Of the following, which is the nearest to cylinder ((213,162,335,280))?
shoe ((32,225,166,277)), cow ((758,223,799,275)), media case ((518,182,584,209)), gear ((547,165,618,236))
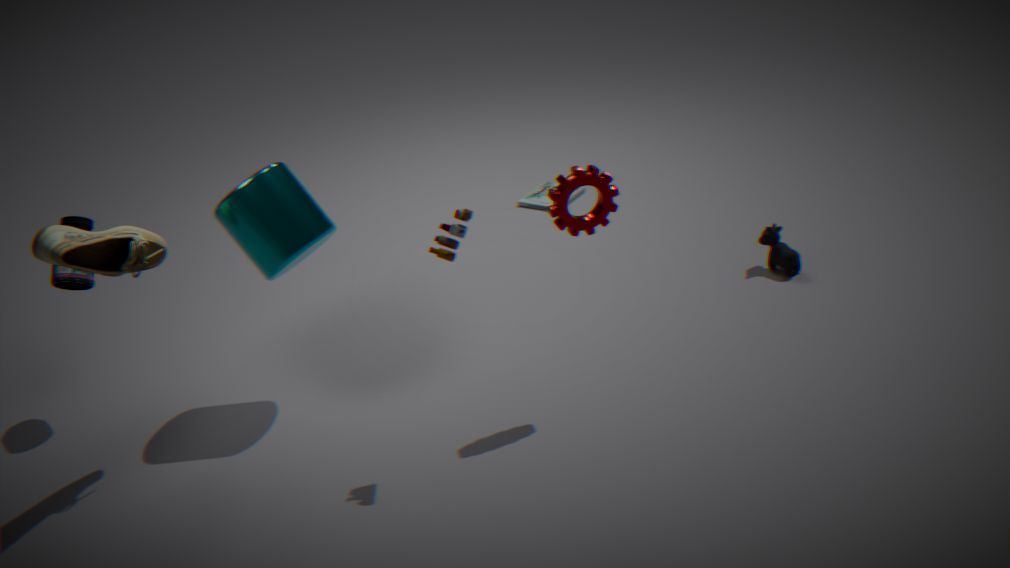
shoe ((32,225,166,277))
